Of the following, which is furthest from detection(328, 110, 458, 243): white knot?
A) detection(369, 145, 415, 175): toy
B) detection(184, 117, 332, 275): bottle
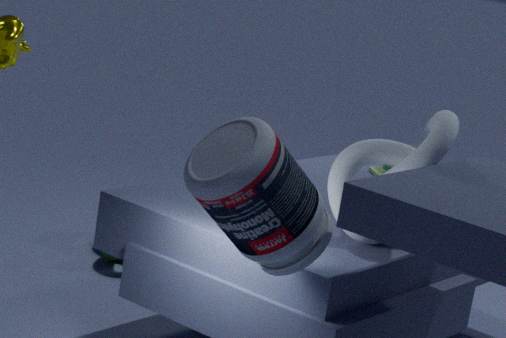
detection(369, 145, 415, 175): toy
